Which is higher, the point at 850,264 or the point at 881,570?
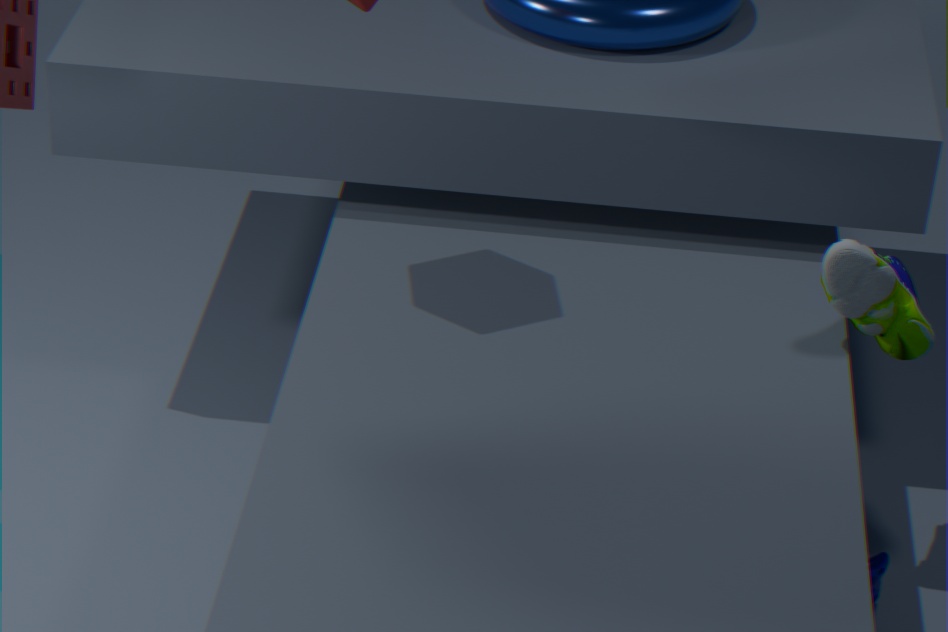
the point at 850,264
